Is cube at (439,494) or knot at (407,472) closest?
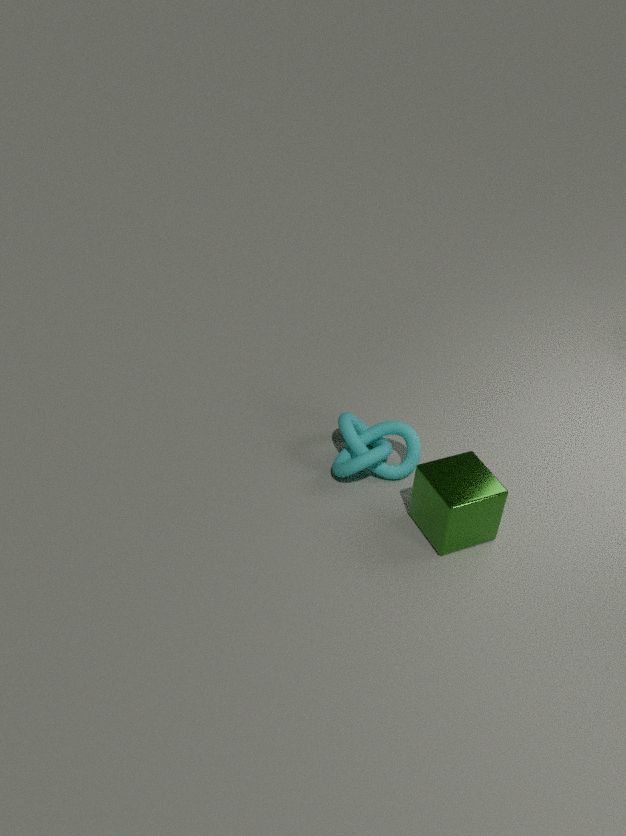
cube at (439,494)
